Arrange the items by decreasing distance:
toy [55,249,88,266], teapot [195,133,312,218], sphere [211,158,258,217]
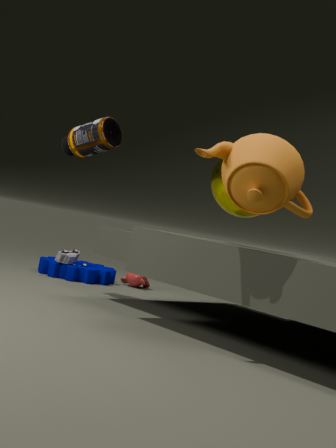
toy [55,249,88,266]
sphere [211,158,258,217]
teapot [195,133,312,218]
